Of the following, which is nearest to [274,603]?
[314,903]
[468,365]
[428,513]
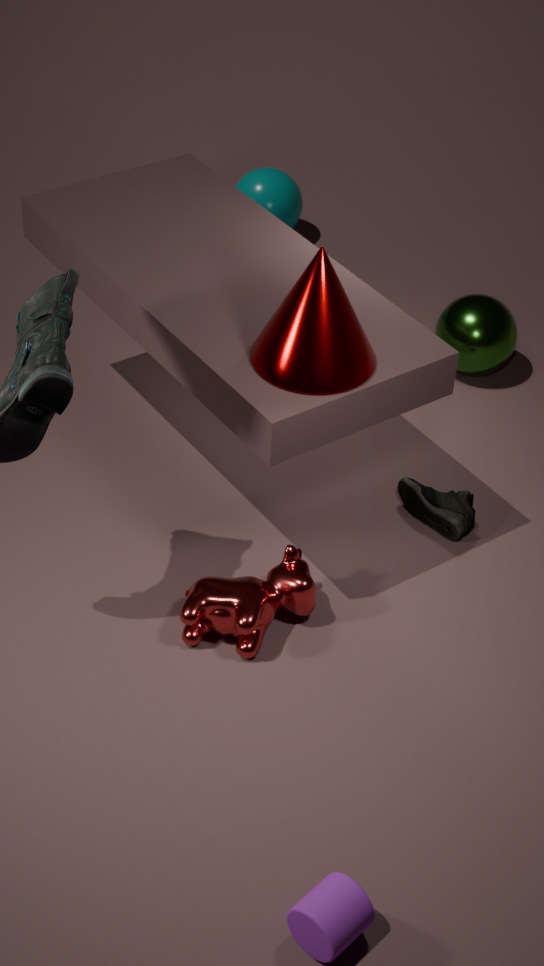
[428,513]
